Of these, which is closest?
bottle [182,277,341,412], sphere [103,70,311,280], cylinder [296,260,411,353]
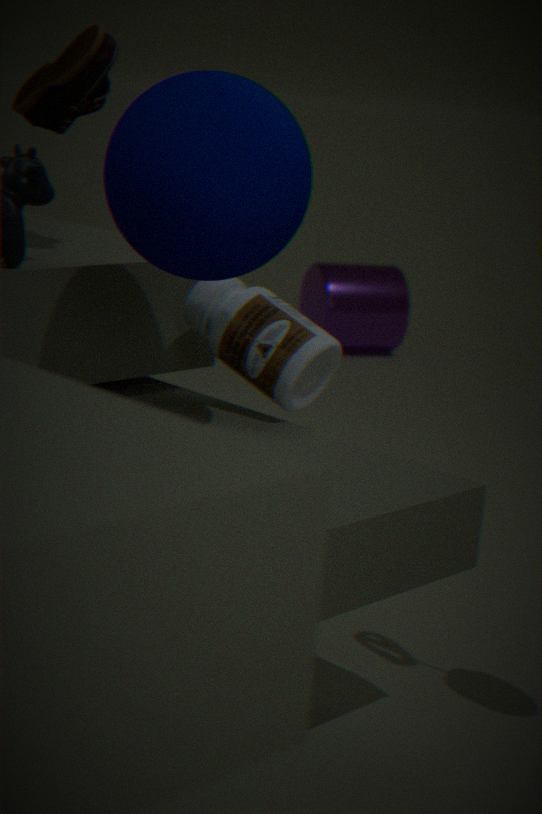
sphere [103,70,311,280]
